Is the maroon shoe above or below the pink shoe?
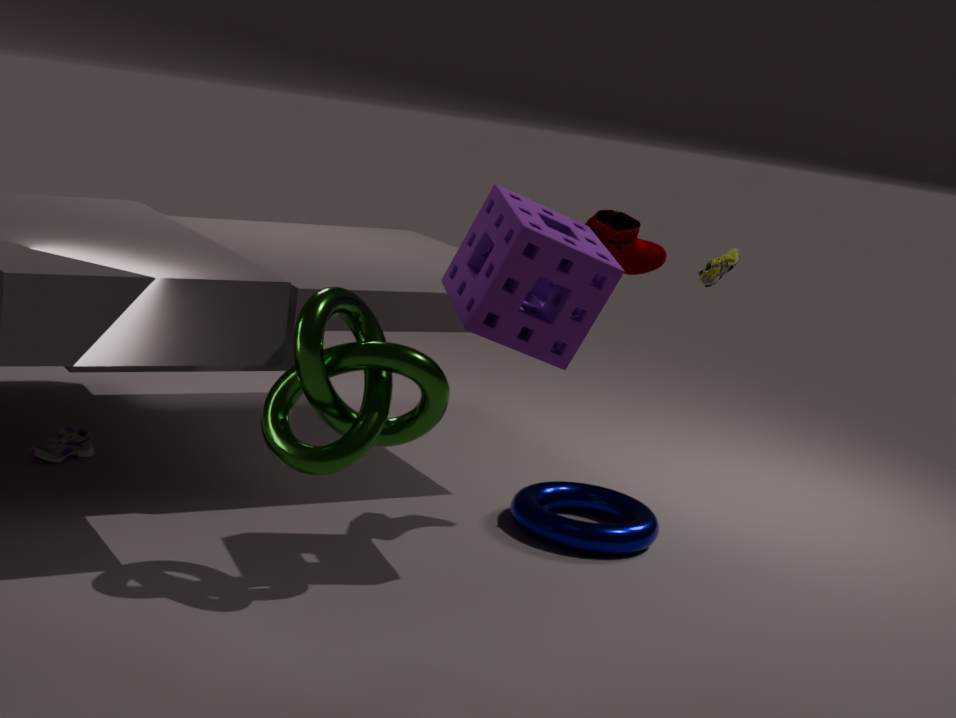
above
